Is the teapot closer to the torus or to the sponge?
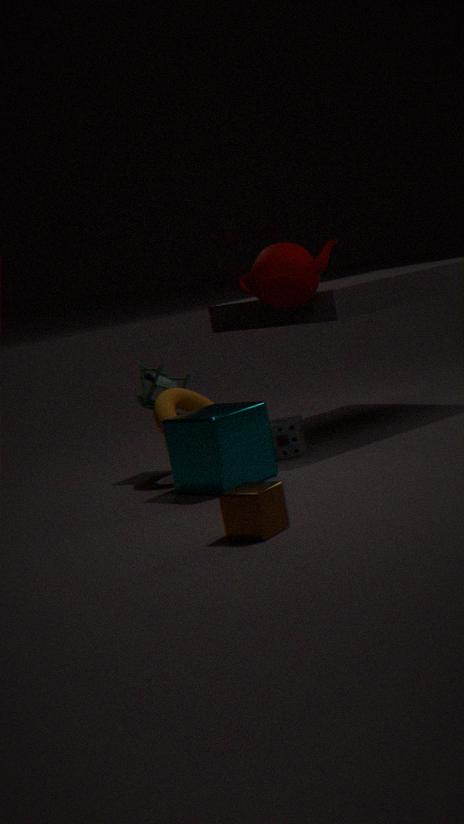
the sponge
